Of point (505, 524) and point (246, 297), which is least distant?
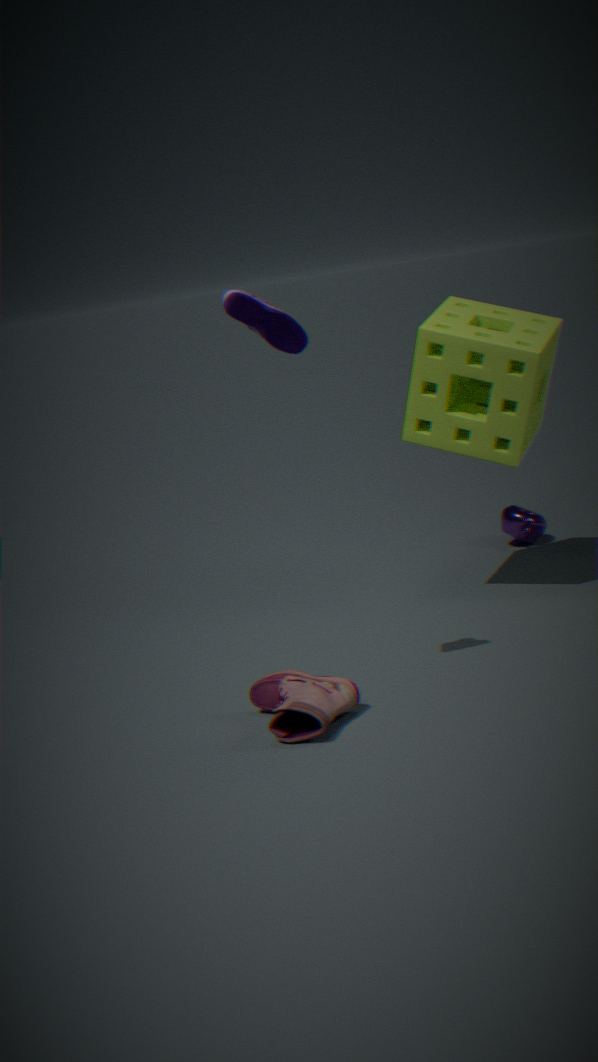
point (246, 297)
